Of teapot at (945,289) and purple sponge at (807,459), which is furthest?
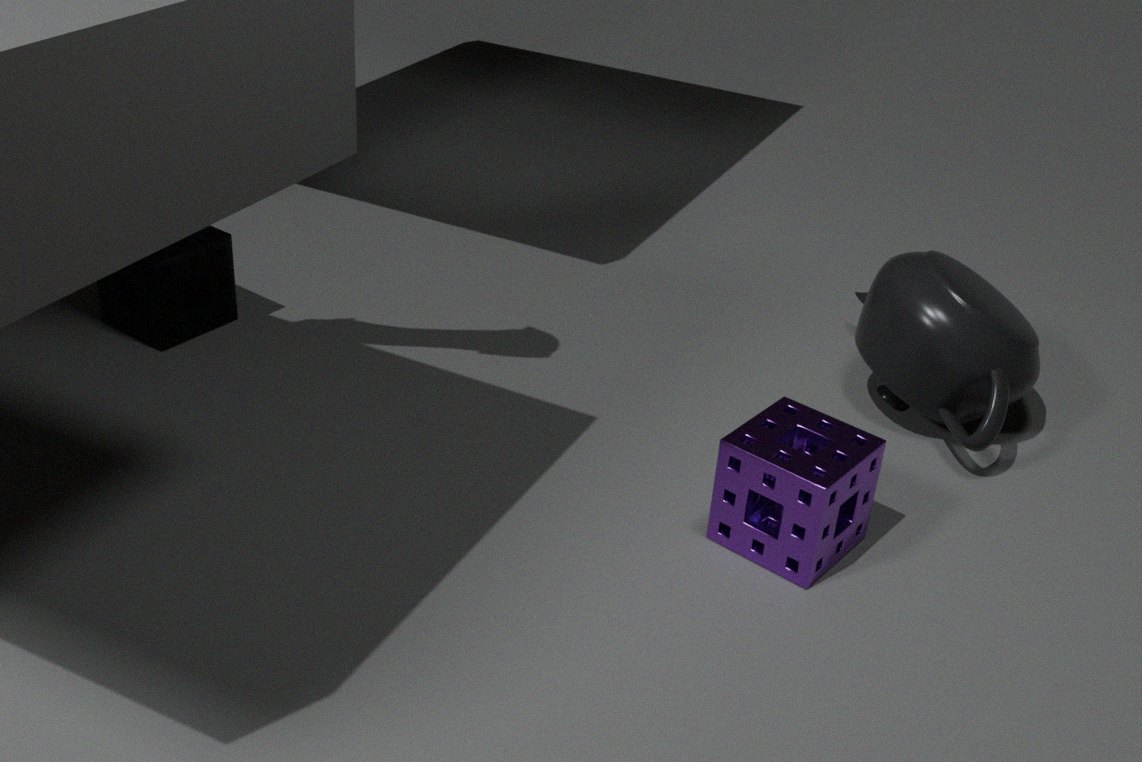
teapot at (945,289)
